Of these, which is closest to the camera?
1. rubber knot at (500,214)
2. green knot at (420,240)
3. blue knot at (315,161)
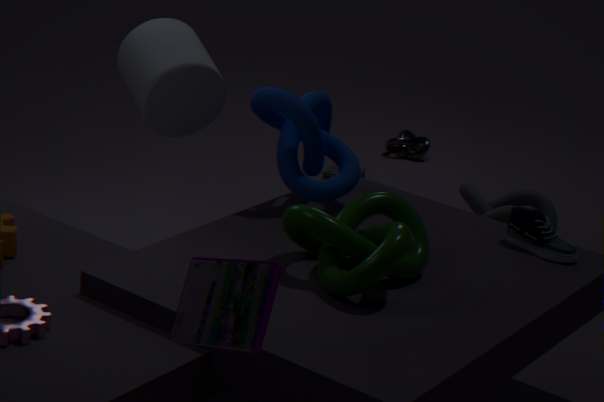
green knot at (420,240)
